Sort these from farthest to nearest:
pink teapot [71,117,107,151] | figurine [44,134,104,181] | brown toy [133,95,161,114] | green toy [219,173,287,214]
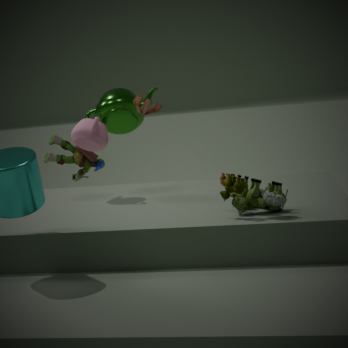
figurine [44,134,104,181], brown toy [133,95,161,114], pink teapot [71,117,107,151], green toy [219,173,287,214]
